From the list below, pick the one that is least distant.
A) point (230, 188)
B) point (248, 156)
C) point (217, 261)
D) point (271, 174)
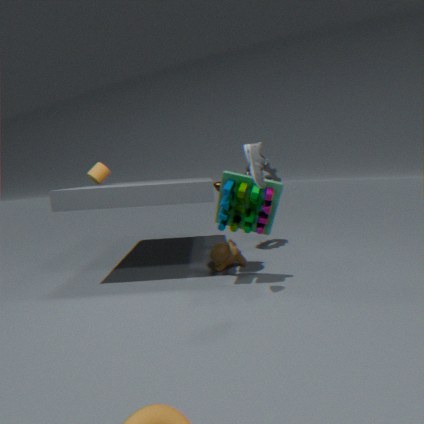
point (248, 156)
